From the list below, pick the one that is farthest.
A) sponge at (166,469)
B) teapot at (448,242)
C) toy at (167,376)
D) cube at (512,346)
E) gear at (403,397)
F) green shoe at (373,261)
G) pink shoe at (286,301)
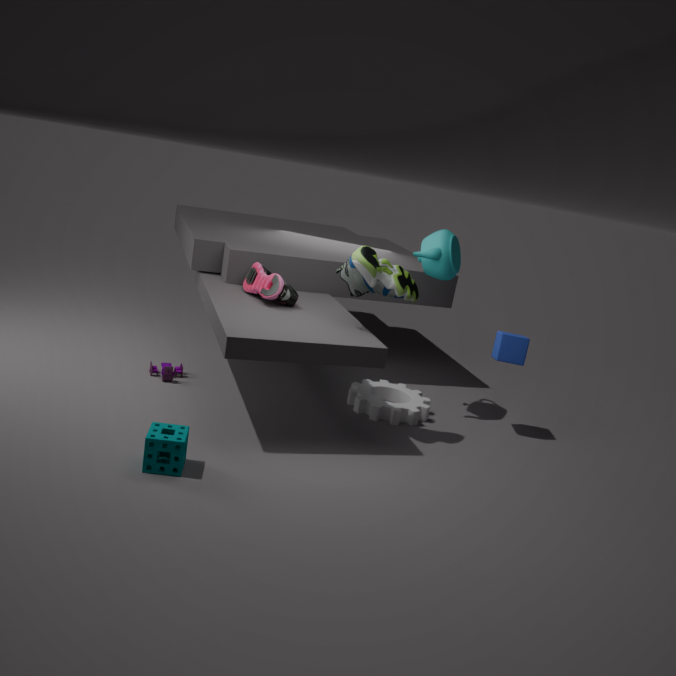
cube at (512,346)
